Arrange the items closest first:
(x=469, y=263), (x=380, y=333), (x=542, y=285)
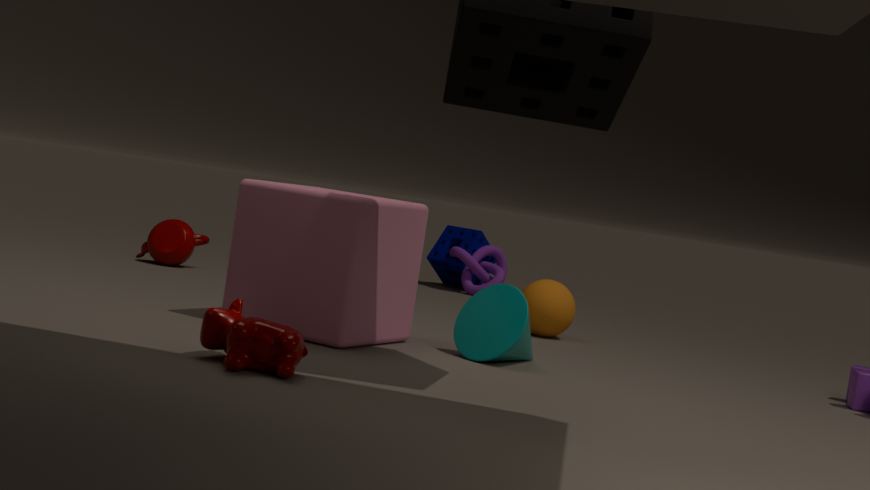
(x=380, y=333)
(x=542, y=285)
(x=469, y=263)
